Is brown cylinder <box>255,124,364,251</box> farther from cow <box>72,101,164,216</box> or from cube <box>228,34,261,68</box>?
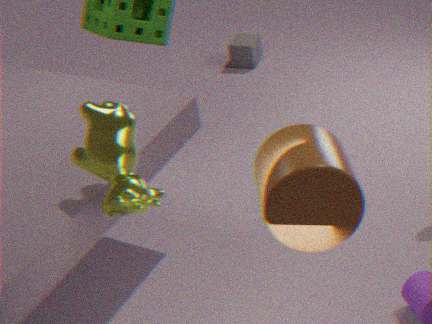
cube <box>228,34,261,68</box>
